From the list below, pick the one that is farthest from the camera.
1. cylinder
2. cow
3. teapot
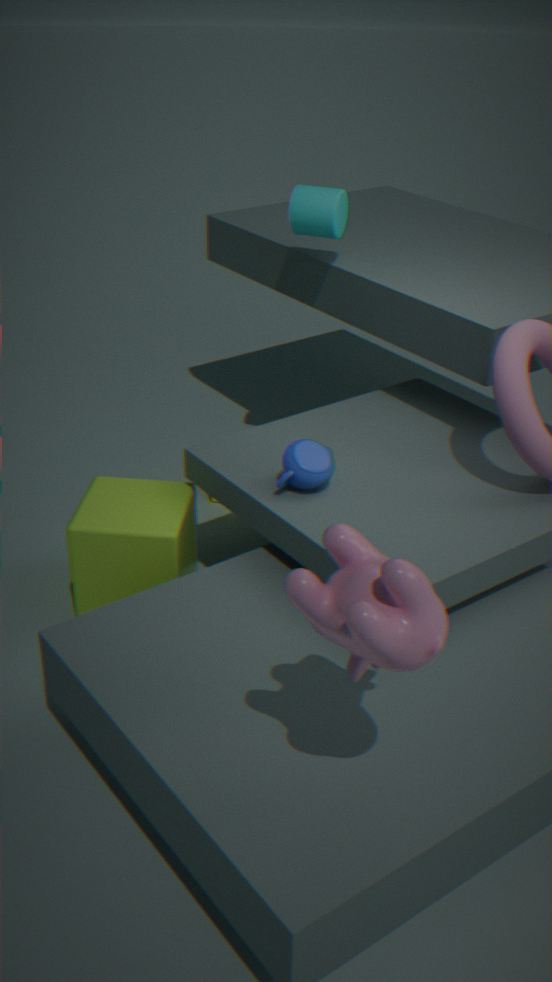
cylinder
